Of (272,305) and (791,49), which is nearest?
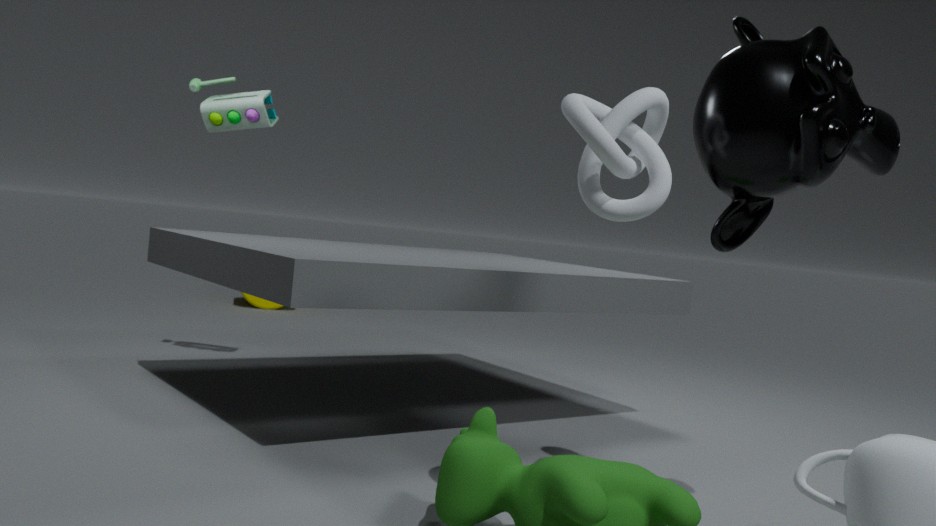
(791,49)
